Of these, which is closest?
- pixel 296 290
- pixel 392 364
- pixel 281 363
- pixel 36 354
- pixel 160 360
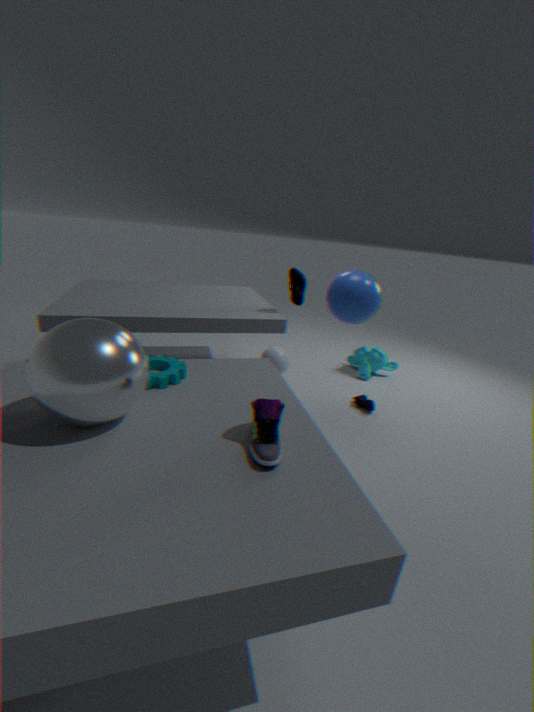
pixel 36 354
